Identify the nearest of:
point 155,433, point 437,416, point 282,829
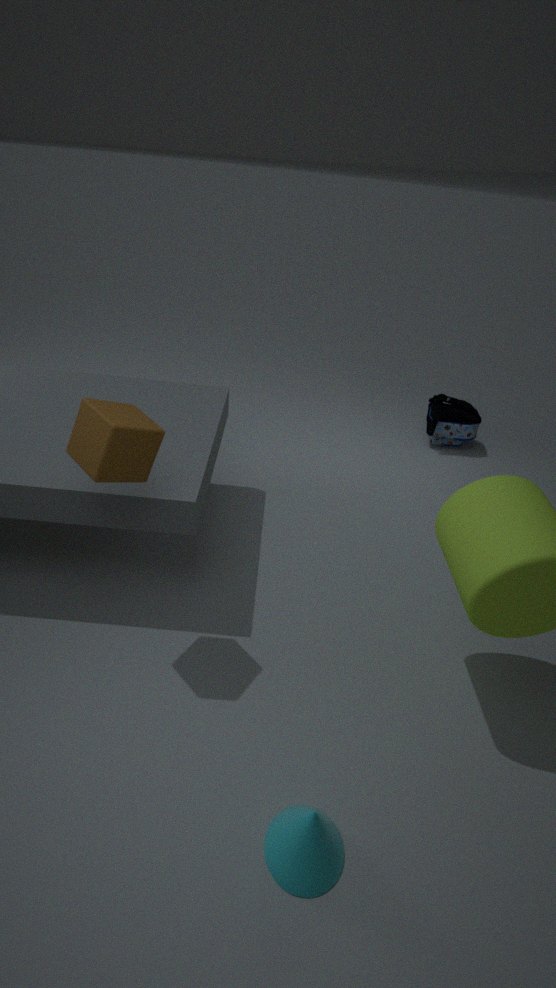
point 282,829
